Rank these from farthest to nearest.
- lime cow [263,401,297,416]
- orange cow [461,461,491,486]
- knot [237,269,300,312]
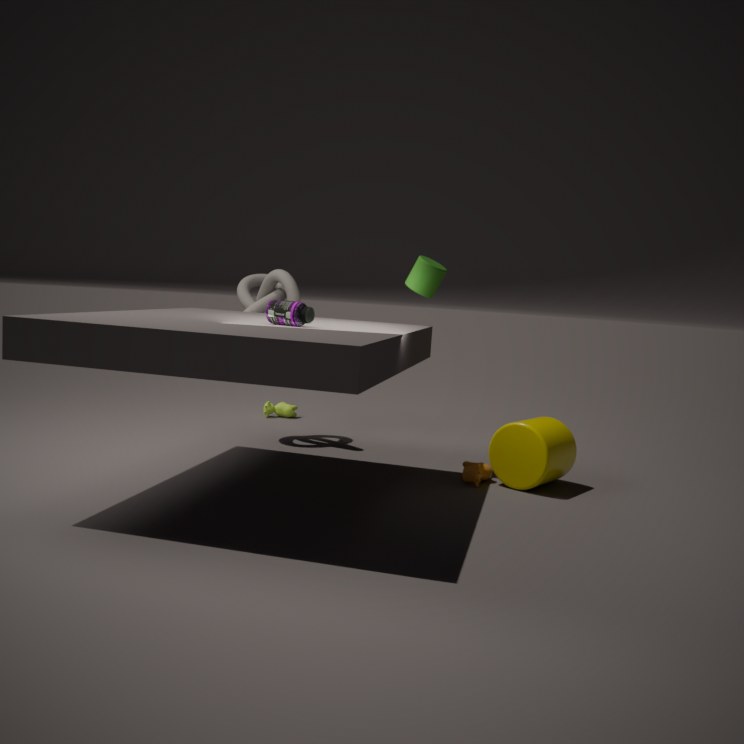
lime cow [263,401,297,416] < knot [237,269,300,312] < orange cow [461,461,491,486]
